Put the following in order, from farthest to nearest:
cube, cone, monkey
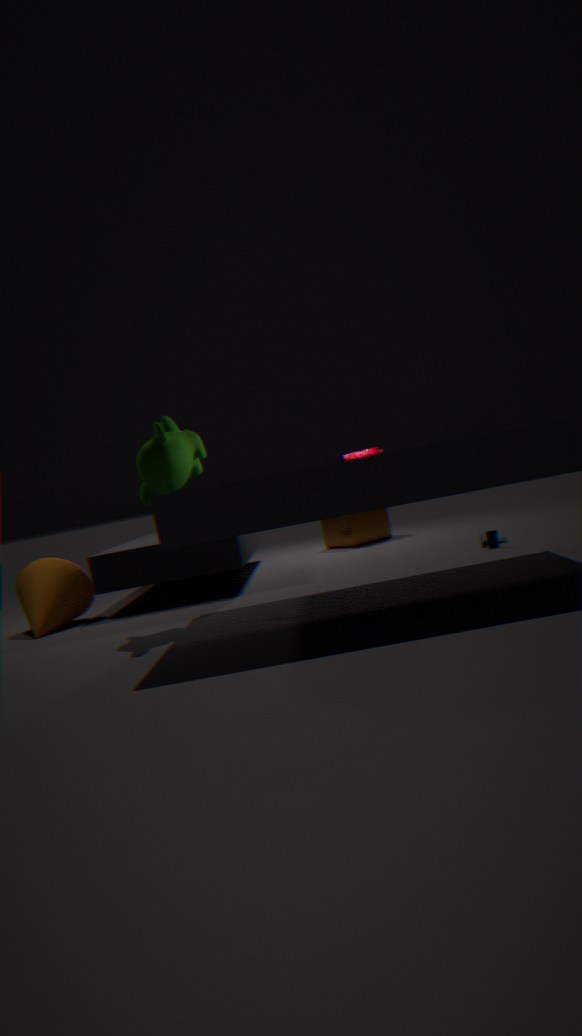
cube < cone < monkey
